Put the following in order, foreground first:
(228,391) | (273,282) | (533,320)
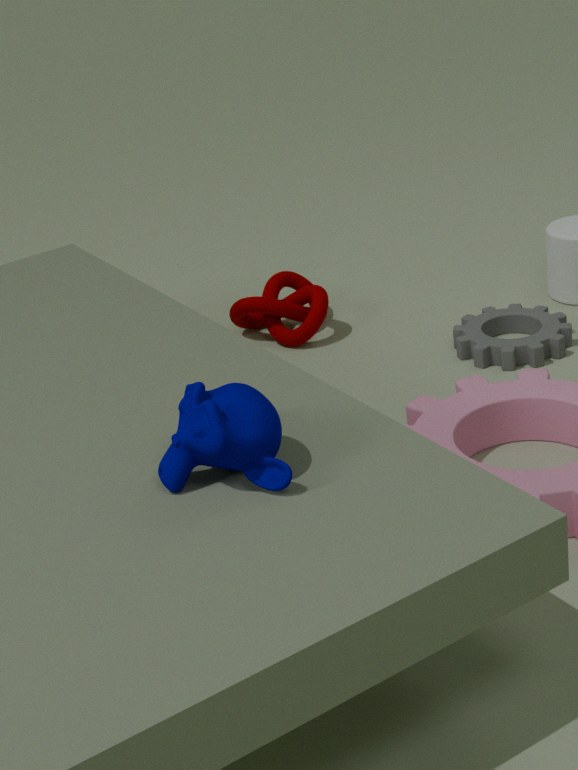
(228,391) → (533,320) → (273,282)
